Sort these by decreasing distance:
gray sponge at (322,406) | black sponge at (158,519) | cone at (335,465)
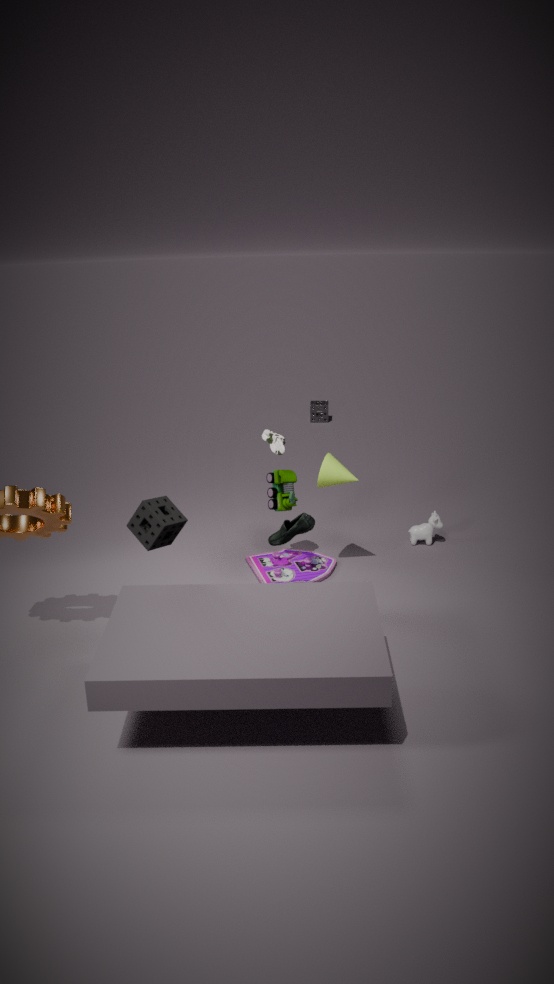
gray sponge at (322,406) < cone at (335,465) < black sponge at (158,519)
